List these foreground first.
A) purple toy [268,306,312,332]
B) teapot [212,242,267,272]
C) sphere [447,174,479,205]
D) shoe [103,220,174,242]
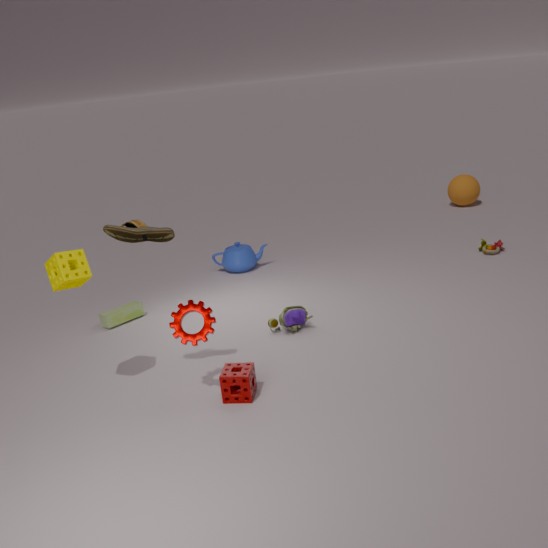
shoe [103,220,174,242], purple toy [268,306,312,332], teapot [212,242,267,272], sphere [447,174,479,205]
